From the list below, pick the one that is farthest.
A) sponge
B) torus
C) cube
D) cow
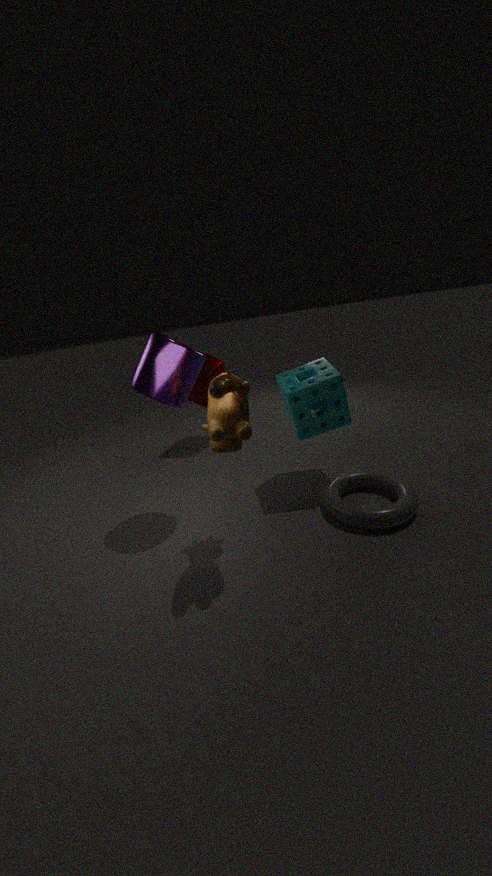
cube
